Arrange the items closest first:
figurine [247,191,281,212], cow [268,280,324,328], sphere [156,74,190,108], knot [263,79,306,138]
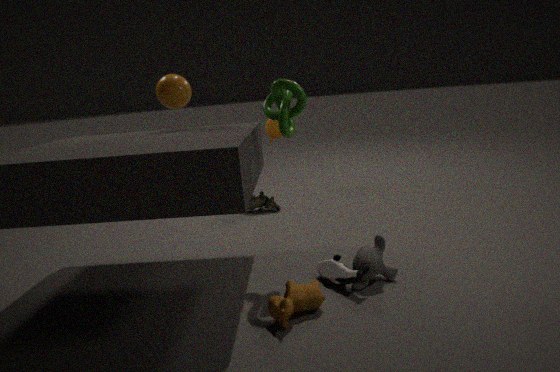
cow [268,280,324,328] < knot [263,79,306,138] < sphere [156,74,190,108] < figurine [247,191,281,212]
